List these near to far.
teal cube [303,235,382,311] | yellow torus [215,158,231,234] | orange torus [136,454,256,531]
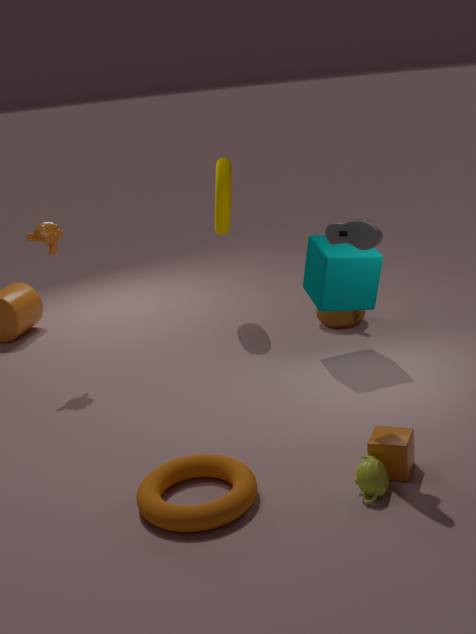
orange torus [136,454,256,531] < teal cube [303,235,382,311] < yellow torus [215,158,231,234]
